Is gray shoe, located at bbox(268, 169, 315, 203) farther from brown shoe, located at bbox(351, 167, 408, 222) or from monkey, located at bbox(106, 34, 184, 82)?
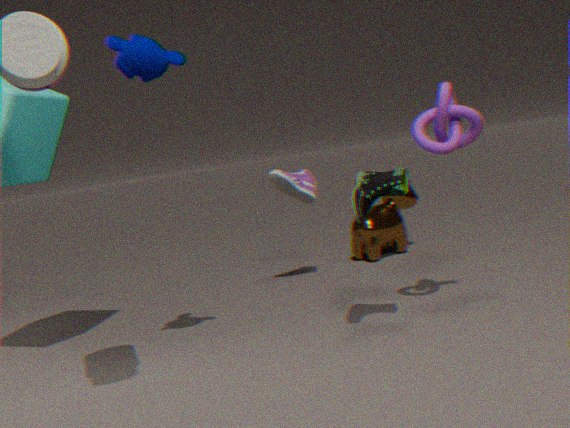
monkey, located at bbox(106, 34, 184, 82)
